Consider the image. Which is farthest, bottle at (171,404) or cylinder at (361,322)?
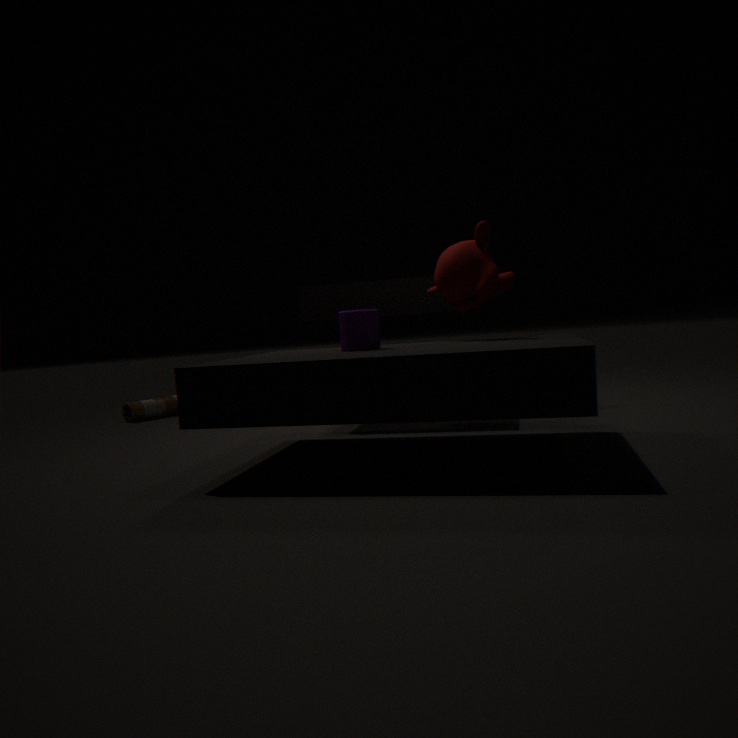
bottle at (171,404)
